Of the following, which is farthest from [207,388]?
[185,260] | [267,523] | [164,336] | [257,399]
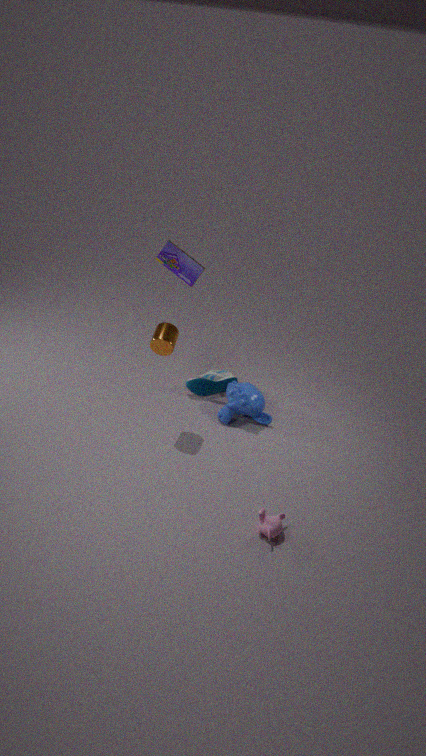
[267,523]
